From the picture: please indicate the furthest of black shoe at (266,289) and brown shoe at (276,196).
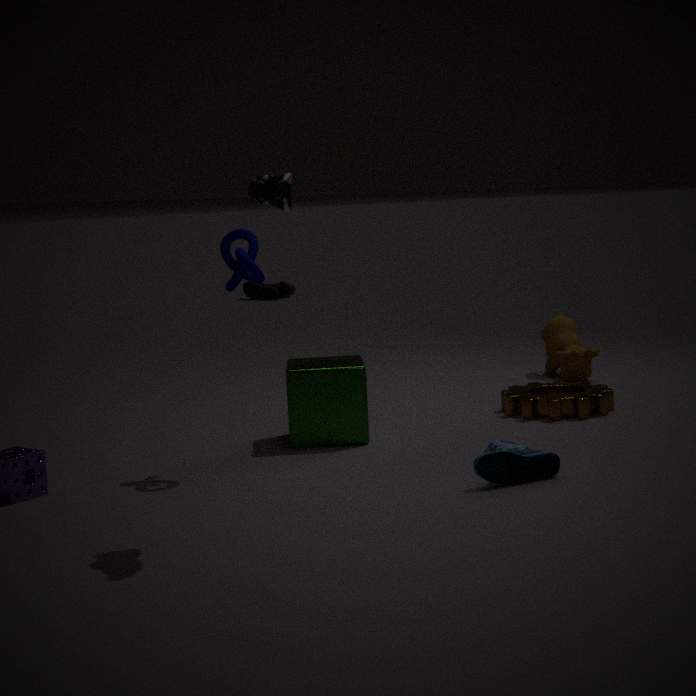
black shoe at (266,289)
